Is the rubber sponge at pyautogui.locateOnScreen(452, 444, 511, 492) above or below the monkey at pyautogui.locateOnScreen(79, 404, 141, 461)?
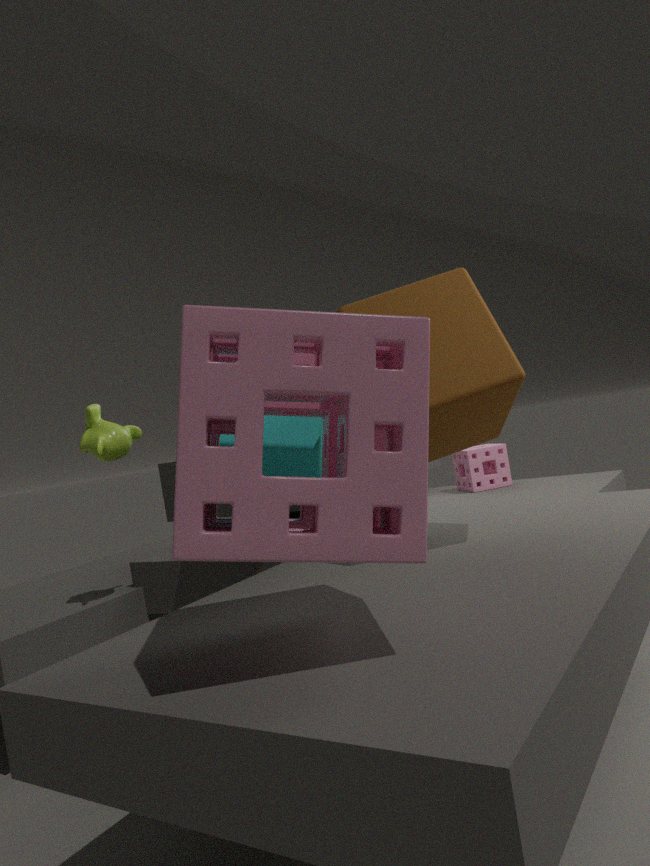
below
